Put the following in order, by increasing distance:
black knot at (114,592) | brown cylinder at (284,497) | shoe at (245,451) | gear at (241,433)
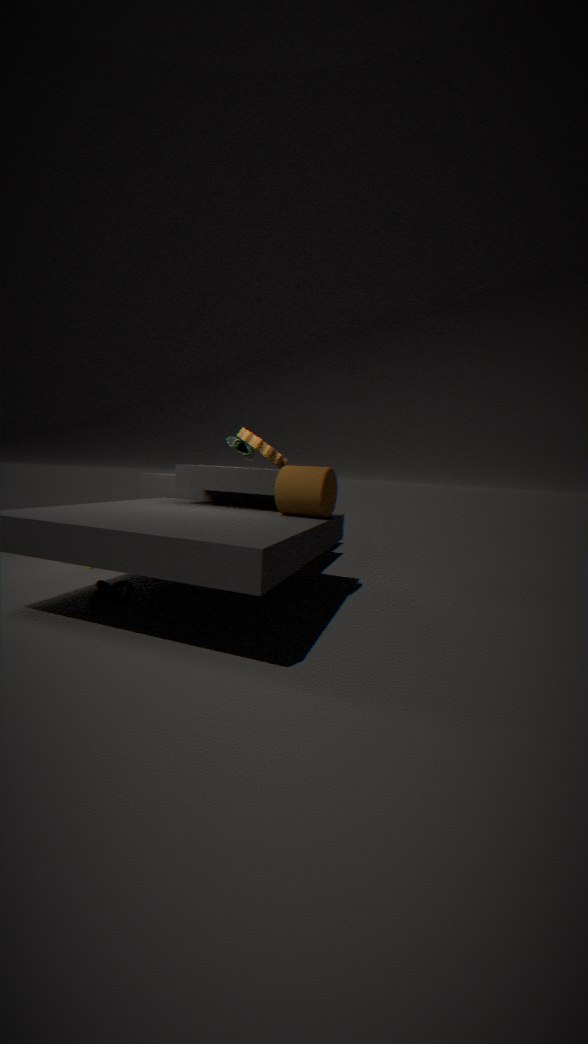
black knot at (114,592) < brown cylinder at (284,497) < gear at (241,433) < shoe at (245,451)
